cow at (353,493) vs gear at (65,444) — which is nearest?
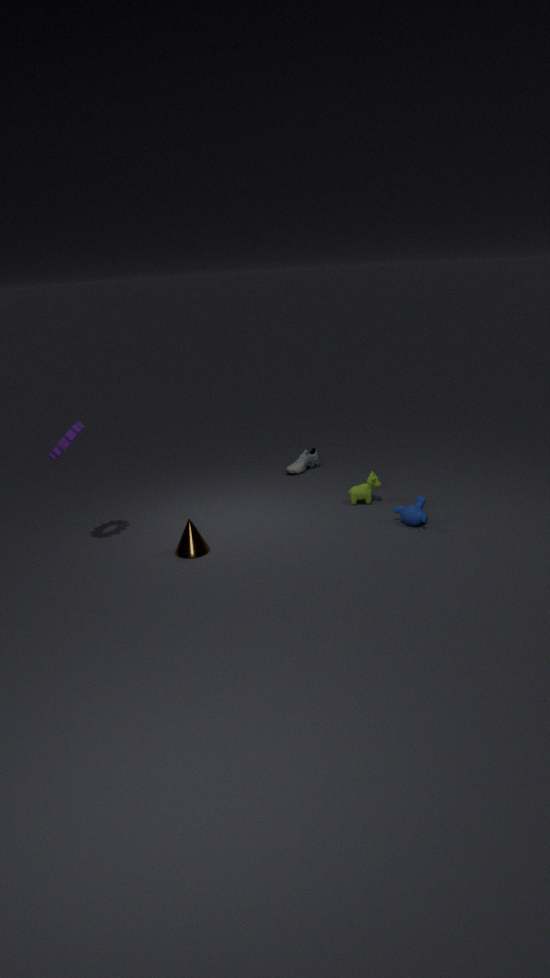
gear at (65,444)
